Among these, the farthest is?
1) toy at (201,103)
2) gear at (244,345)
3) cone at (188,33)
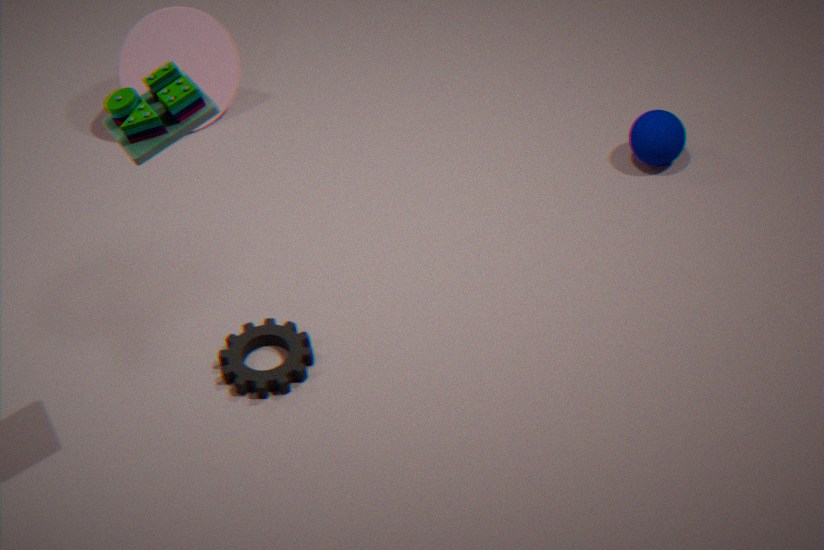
3. cone at (188,33)
